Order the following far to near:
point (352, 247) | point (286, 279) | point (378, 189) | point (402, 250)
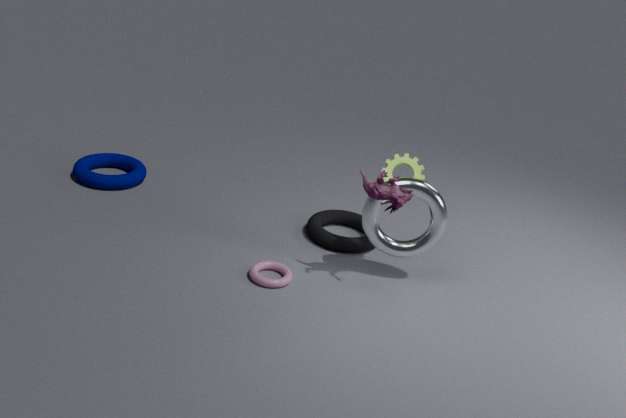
point (352, 247) → point (402, 250) → point (286, 279) → point (378, 189)
